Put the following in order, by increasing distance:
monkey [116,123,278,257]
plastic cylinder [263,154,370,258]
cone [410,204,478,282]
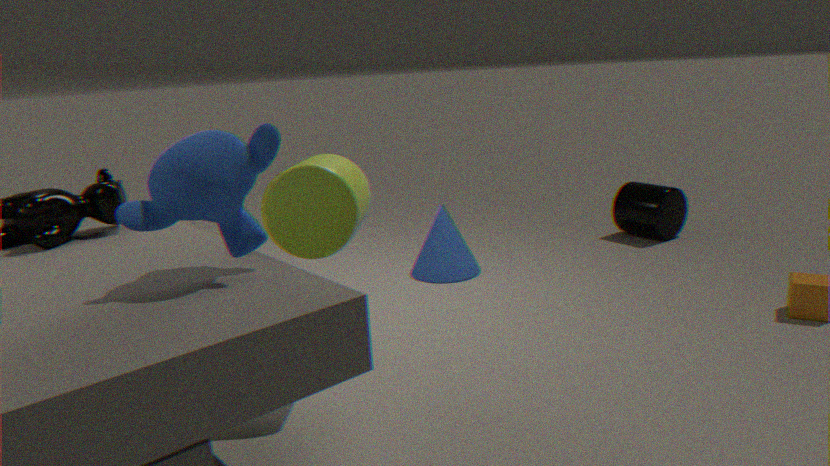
monkey [116,123,278,257] < plastic cylinder [263,154,370,258] < cone [410,204,478,282]
